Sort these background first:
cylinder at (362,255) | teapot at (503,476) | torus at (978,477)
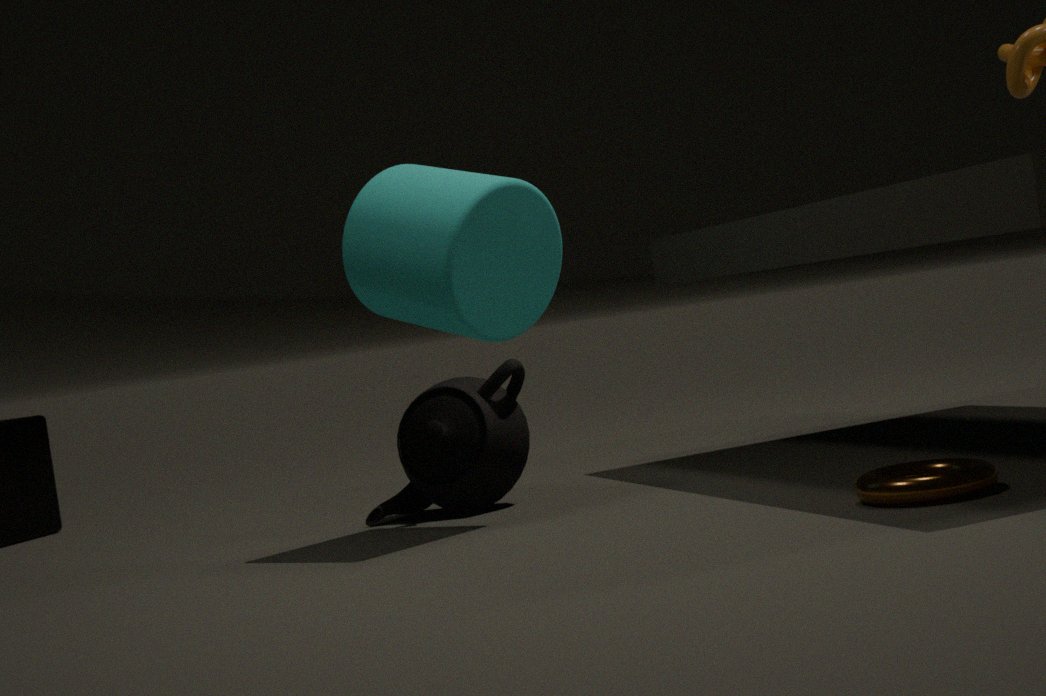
teapot at (503,476)
cylinder at (362,255)
torus at (978,477)
